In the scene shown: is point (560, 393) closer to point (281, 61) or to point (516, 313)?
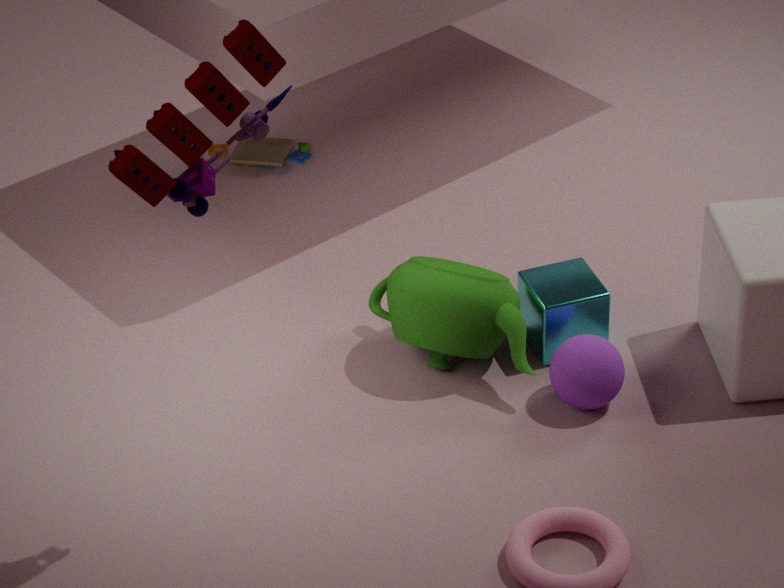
point (516, 313)
